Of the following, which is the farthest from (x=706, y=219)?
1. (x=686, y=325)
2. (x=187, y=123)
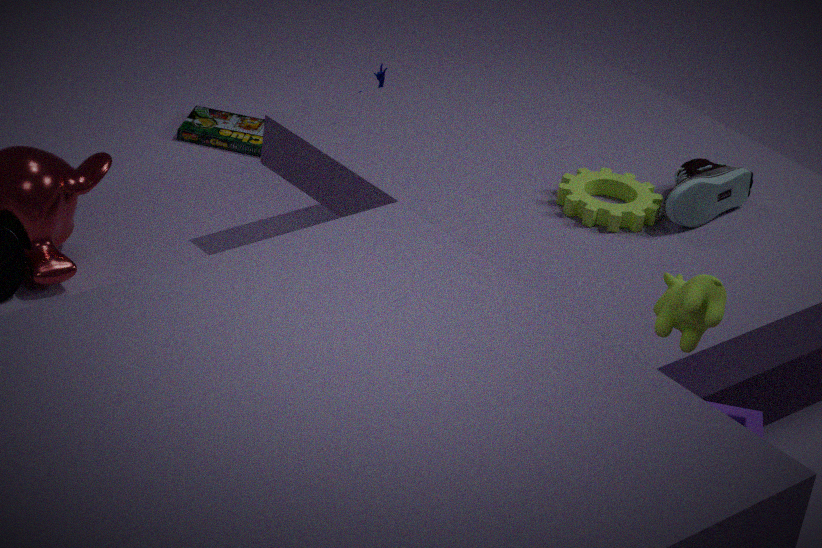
(x=187, y=123)
